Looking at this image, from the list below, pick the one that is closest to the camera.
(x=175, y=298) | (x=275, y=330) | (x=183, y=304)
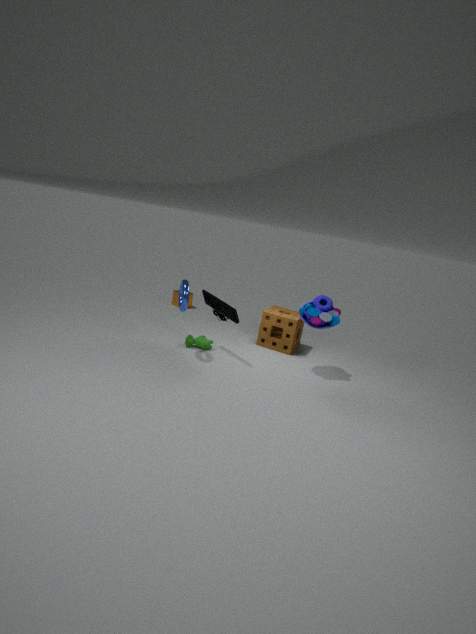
(x=183, y=304)
